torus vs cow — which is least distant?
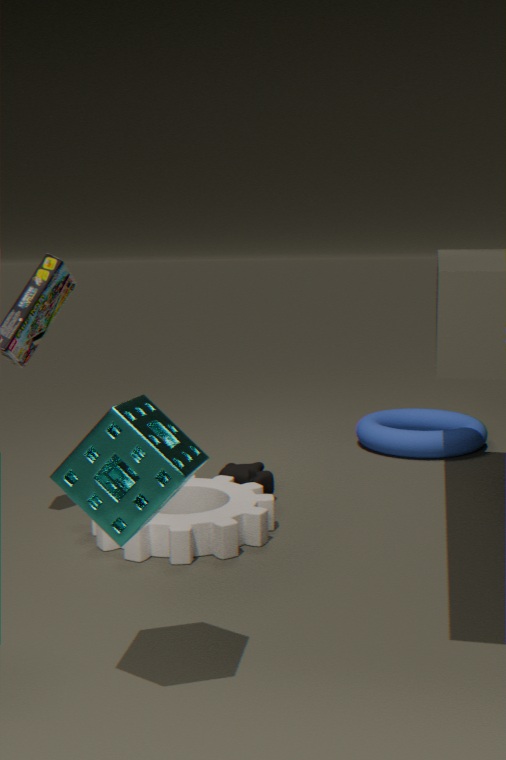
cow
